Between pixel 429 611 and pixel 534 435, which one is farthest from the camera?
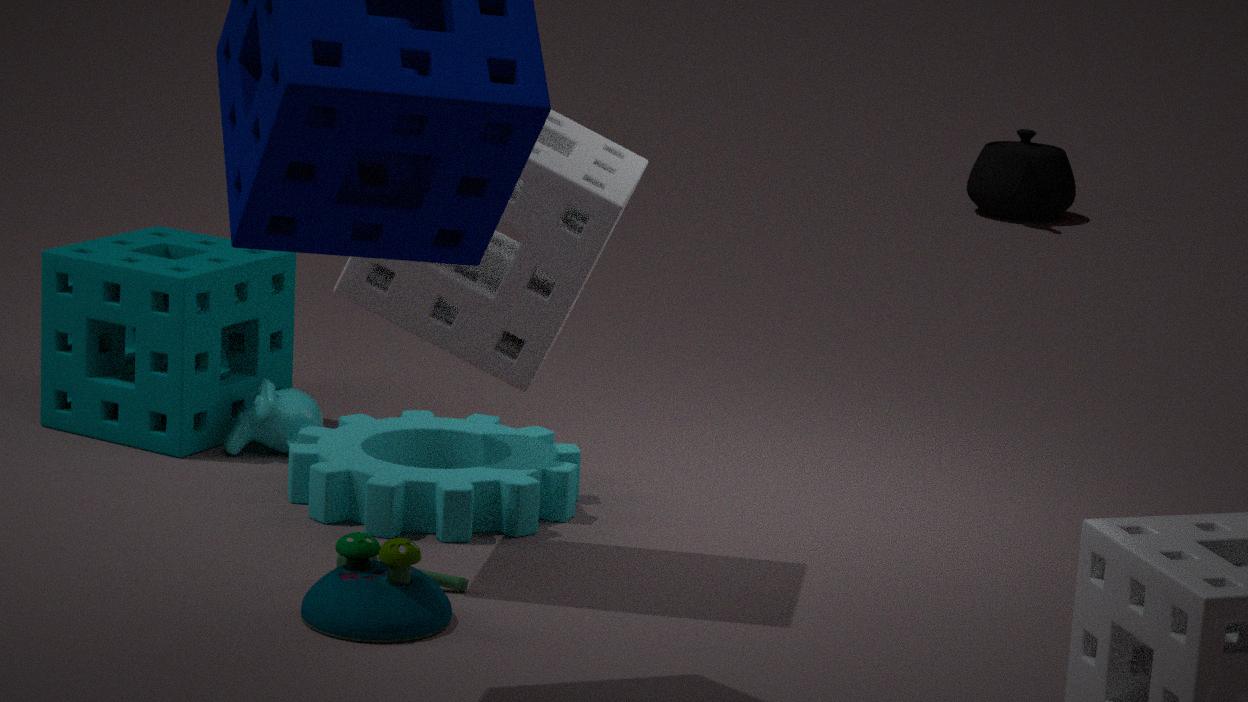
pixel 534 435
